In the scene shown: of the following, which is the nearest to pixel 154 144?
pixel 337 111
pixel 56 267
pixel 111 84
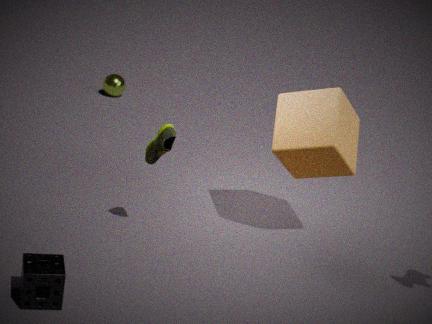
pixel 337 111
